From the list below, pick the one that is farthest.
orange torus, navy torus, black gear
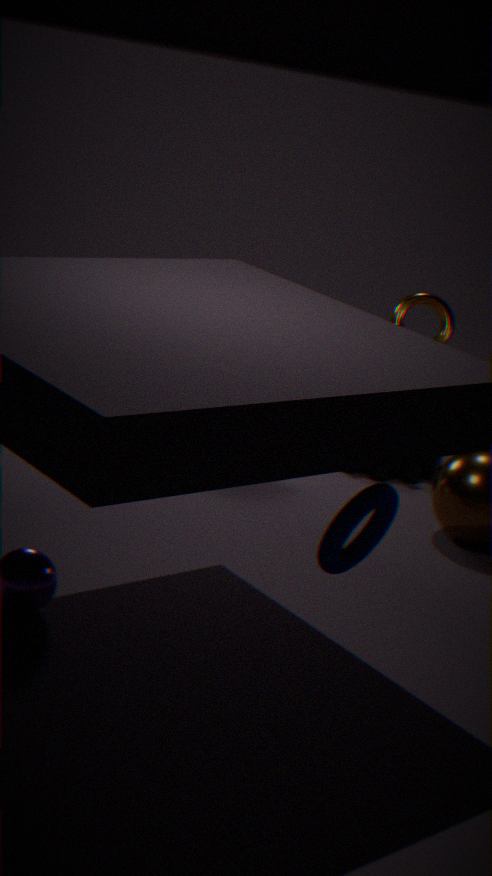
orange torus
